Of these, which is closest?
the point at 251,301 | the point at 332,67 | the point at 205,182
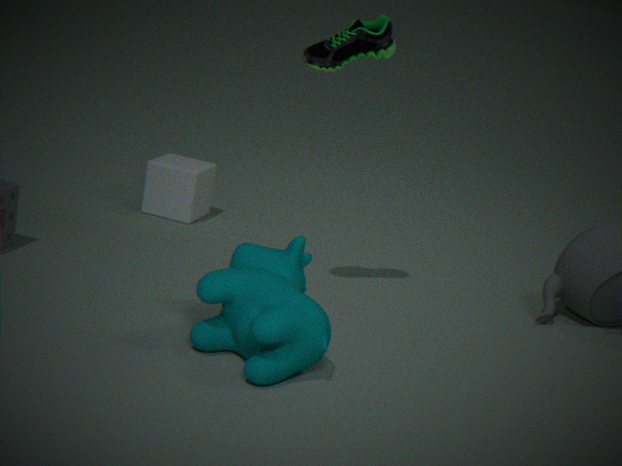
the point at 251,301
